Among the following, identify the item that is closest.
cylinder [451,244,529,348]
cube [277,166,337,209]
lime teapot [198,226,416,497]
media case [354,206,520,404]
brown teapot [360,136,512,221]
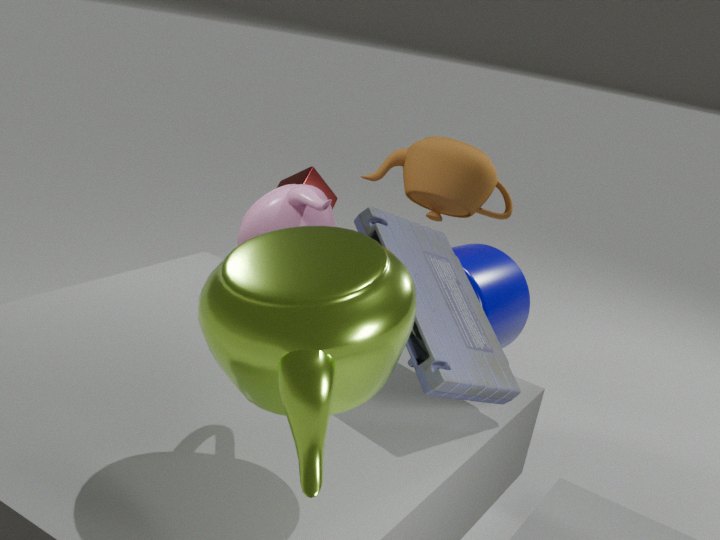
lime teapot [198,226,416,497]
